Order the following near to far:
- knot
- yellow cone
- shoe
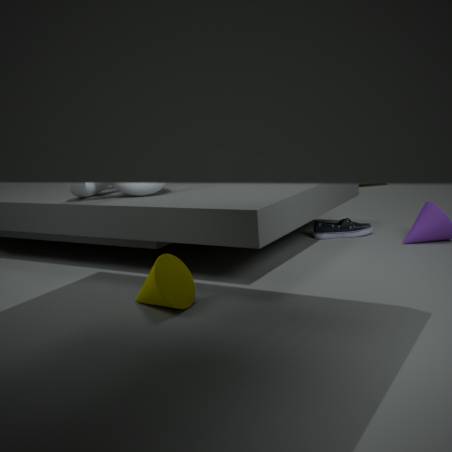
yellow cone, knot, shoe
